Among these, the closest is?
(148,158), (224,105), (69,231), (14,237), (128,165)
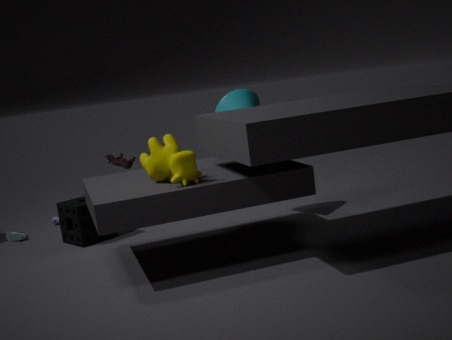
(148,158)
